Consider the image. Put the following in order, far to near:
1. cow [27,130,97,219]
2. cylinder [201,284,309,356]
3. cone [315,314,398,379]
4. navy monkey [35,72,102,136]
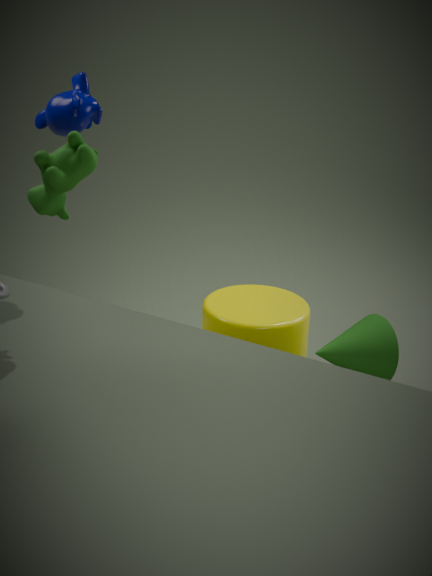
cylinder [201,284,309,356] < navy monkey [35,72,102,136] < cone [315,314,398,379] < cow [27,130,97,219]
